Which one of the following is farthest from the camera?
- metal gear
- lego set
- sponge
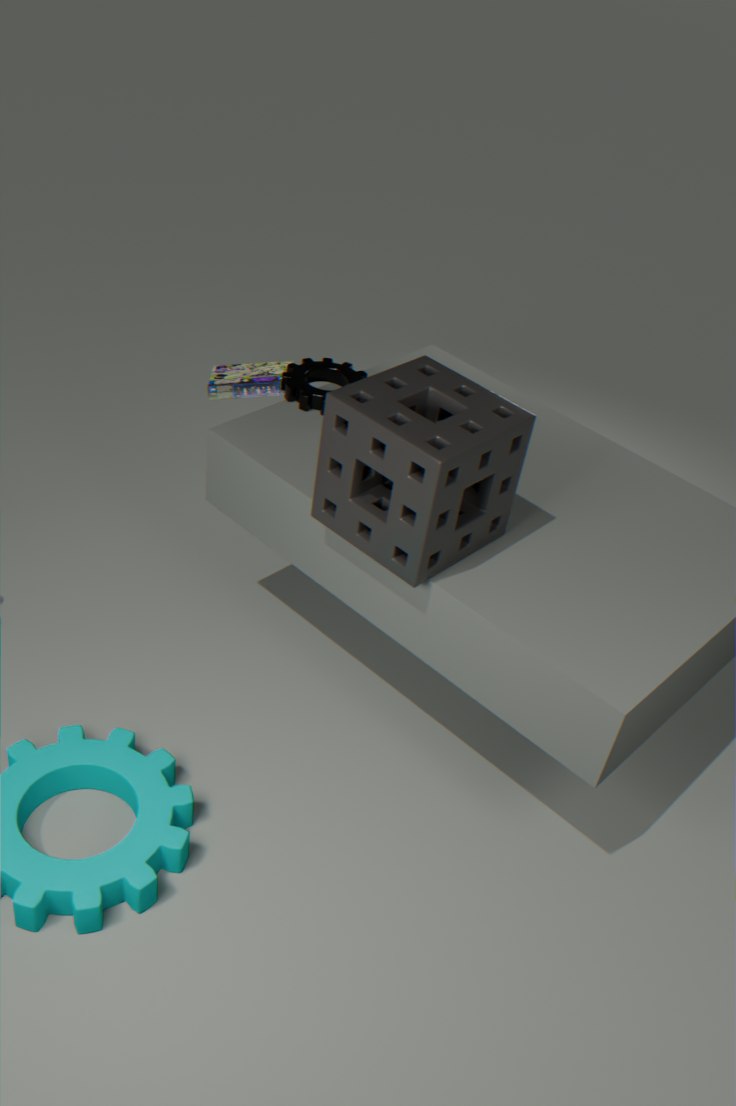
lego set
